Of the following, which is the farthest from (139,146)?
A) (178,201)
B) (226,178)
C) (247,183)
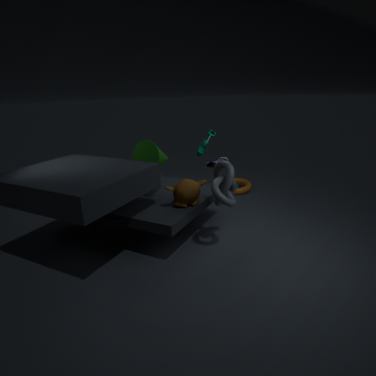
(247,183)
